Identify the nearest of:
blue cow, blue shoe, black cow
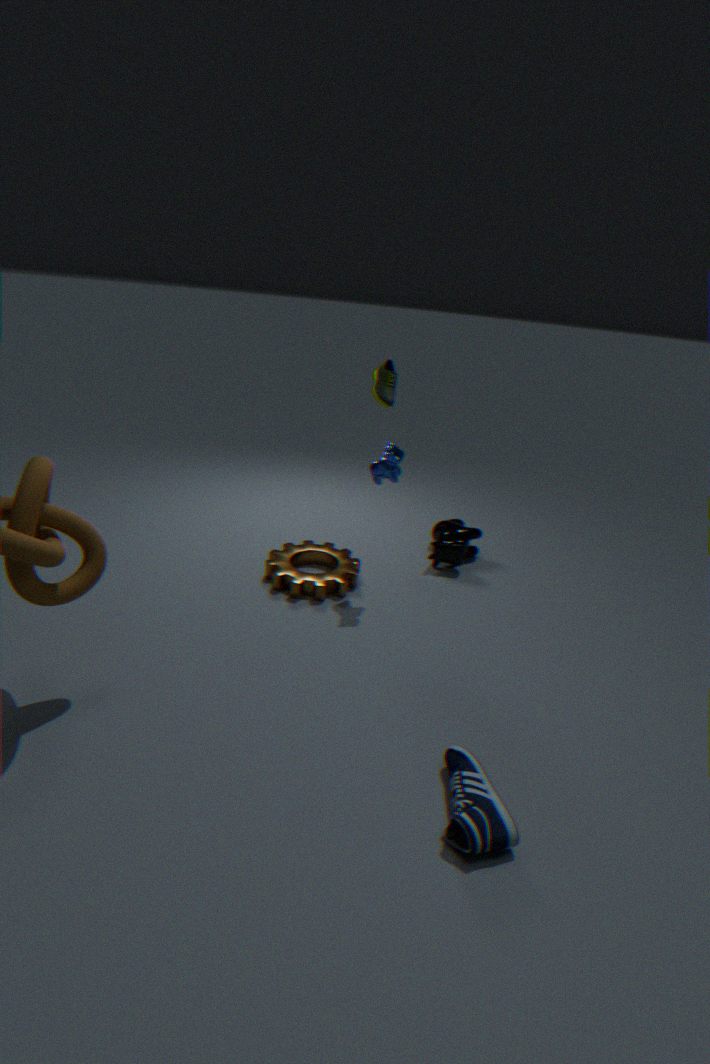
blue shoe
